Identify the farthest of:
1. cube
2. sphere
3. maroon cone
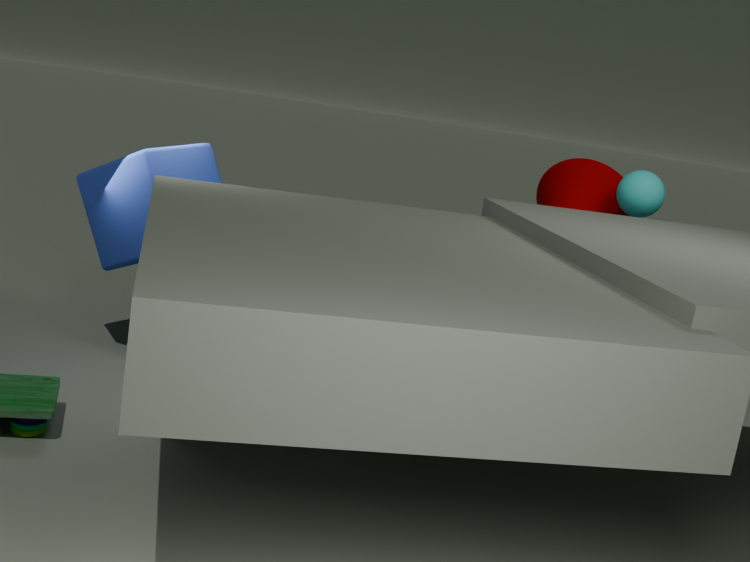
maroon cone
